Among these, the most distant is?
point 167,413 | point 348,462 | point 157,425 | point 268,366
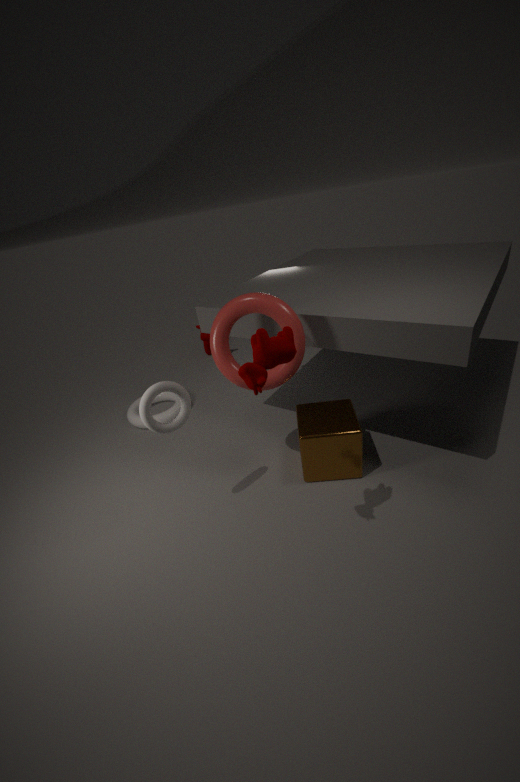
point 167,413
